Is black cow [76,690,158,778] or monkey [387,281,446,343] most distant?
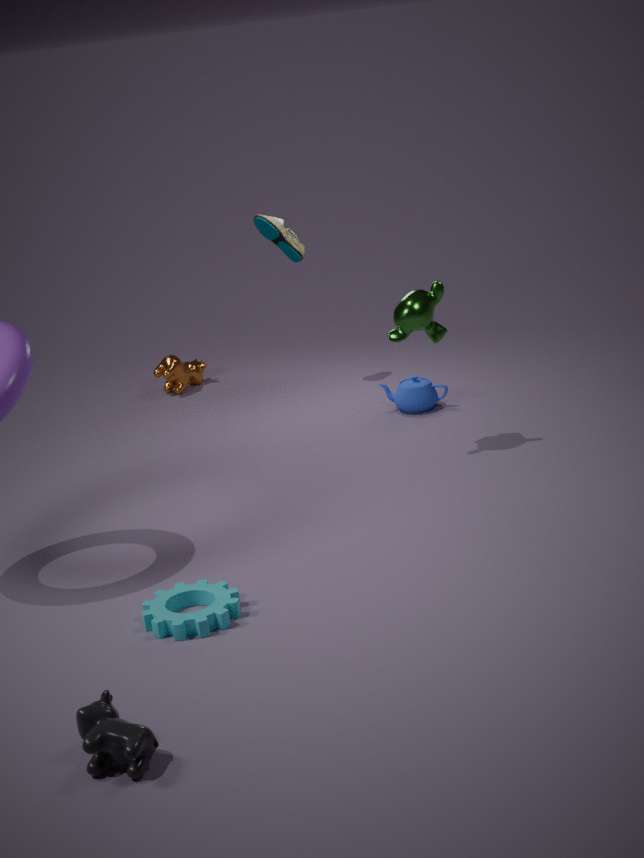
monkey [387,281,446,343]
